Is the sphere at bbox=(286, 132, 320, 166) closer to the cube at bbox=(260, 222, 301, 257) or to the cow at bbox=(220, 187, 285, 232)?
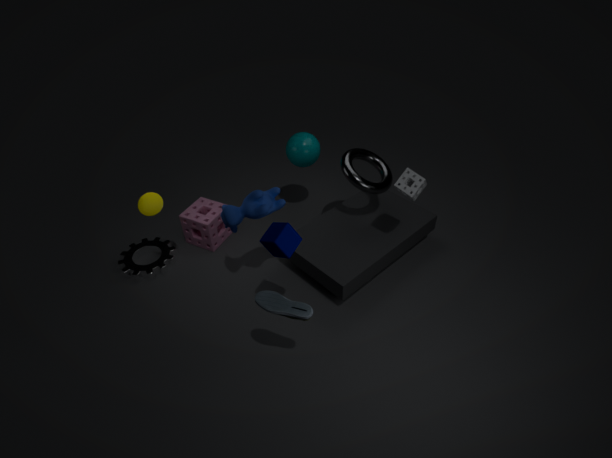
the cow at bbox=(220, 187, 285, 232)
